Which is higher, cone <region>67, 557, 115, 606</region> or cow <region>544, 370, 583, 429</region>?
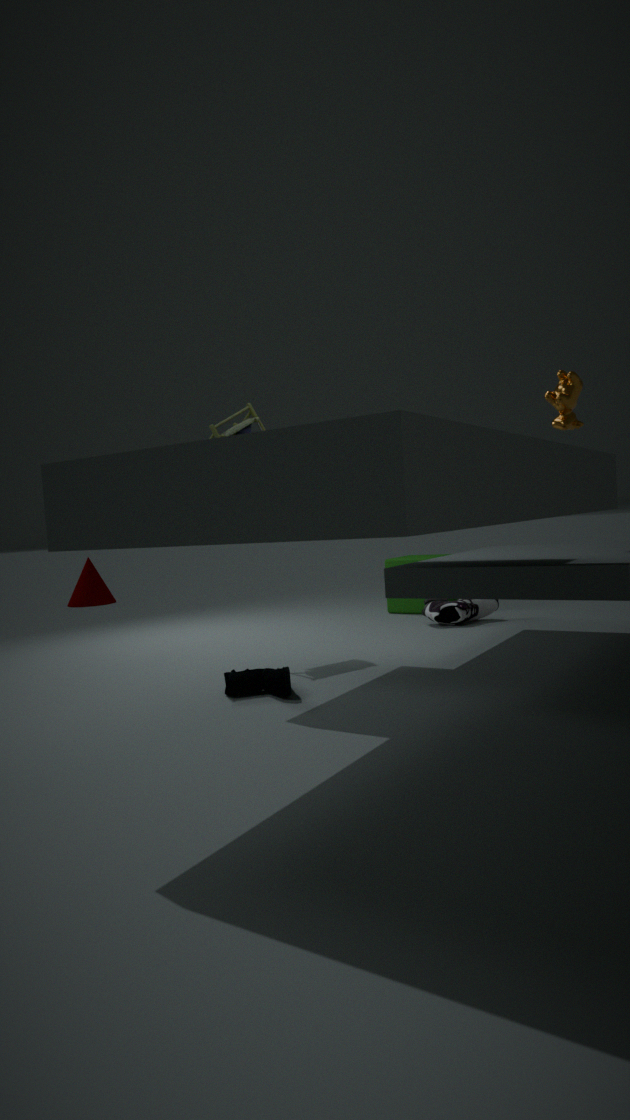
cow <region>544, 370, 583, 429</region>
